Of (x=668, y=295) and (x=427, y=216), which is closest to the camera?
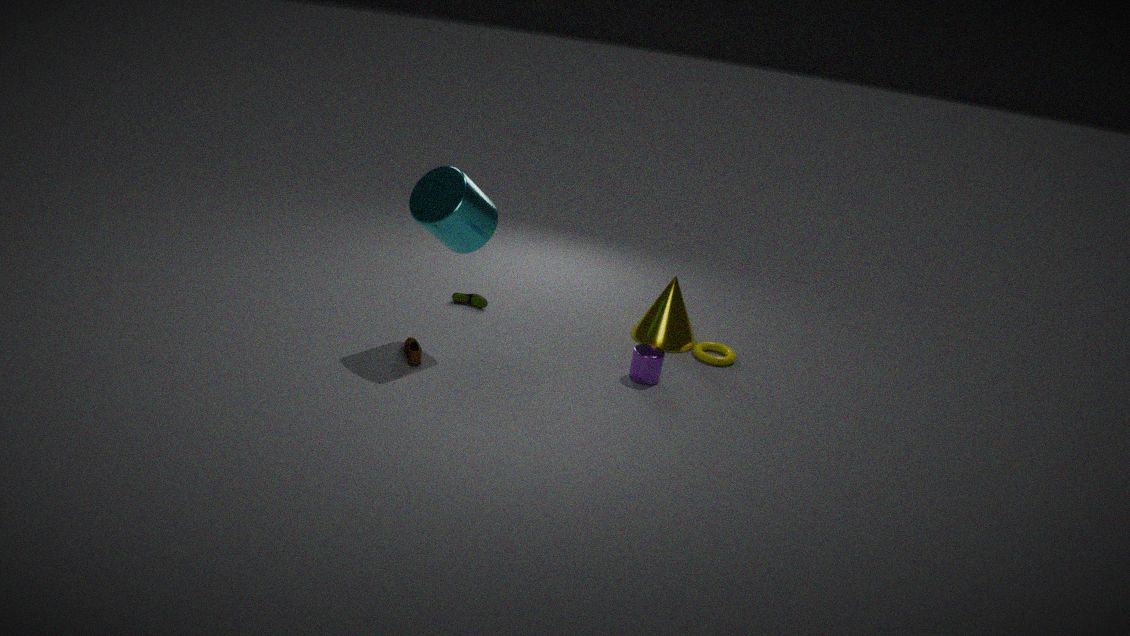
(x=427, y=216)
